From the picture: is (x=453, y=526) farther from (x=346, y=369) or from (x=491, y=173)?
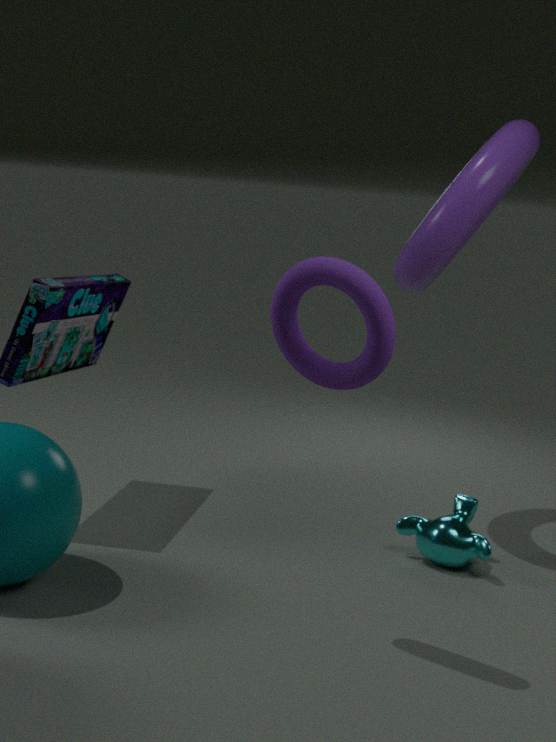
(x=491, y=173)
